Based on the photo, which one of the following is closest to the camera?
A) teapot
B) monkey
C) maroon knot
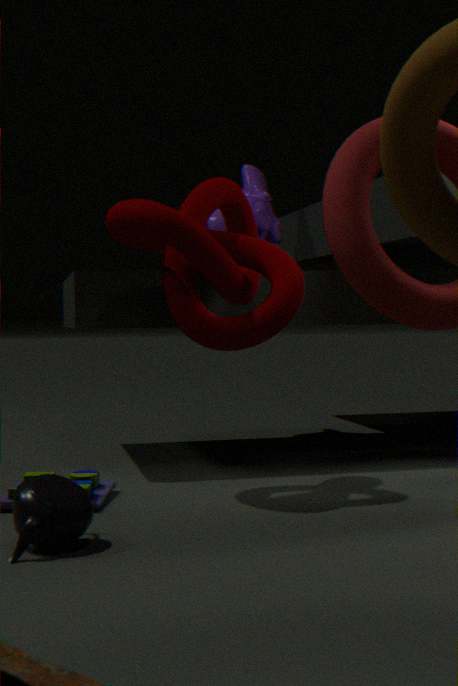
teapot
